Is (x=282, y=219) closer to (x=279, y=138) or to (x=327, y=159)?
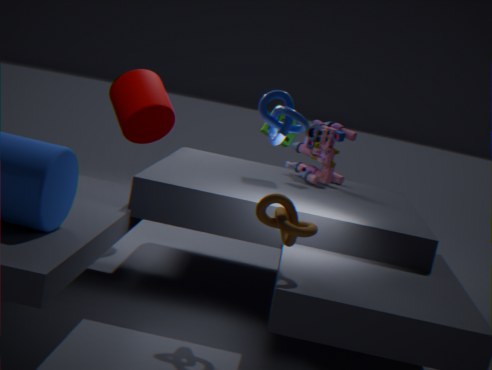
(x=279, y=138)
